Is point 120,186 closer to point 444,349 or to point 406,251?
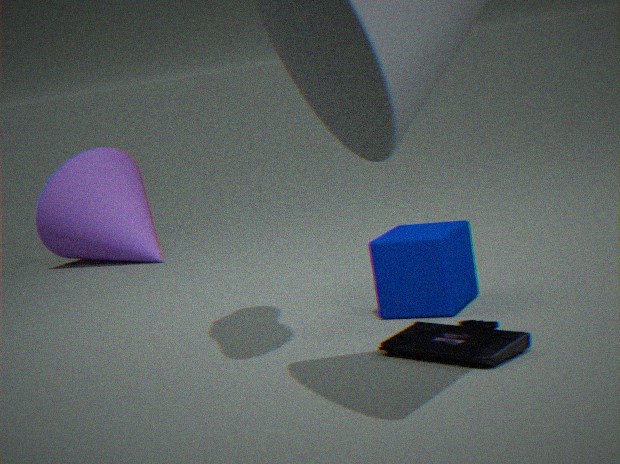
point 406,251
